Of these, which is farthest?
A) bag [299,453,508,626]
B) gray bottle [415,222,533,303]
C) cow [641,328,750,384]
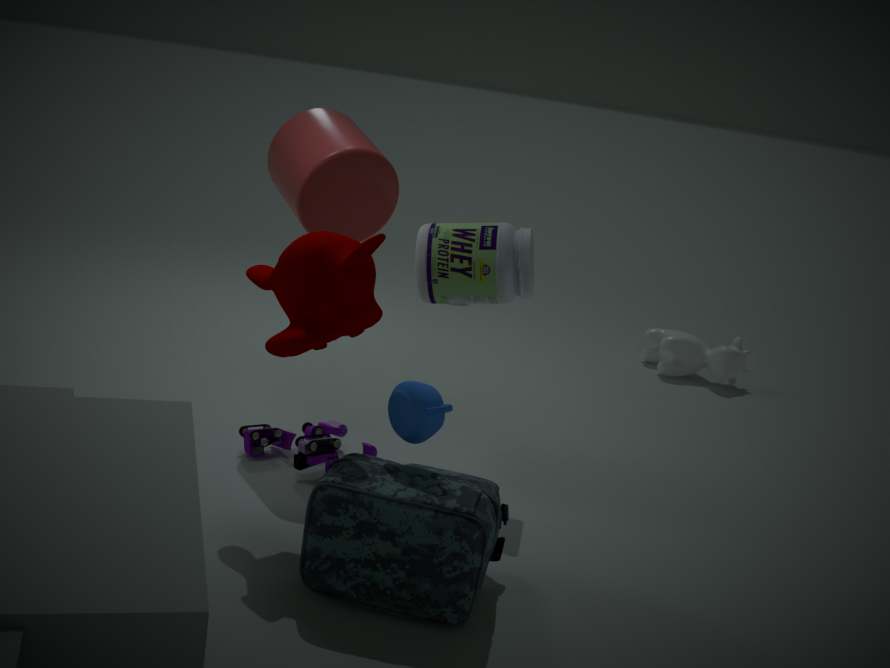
cow [641,328,750,384]
